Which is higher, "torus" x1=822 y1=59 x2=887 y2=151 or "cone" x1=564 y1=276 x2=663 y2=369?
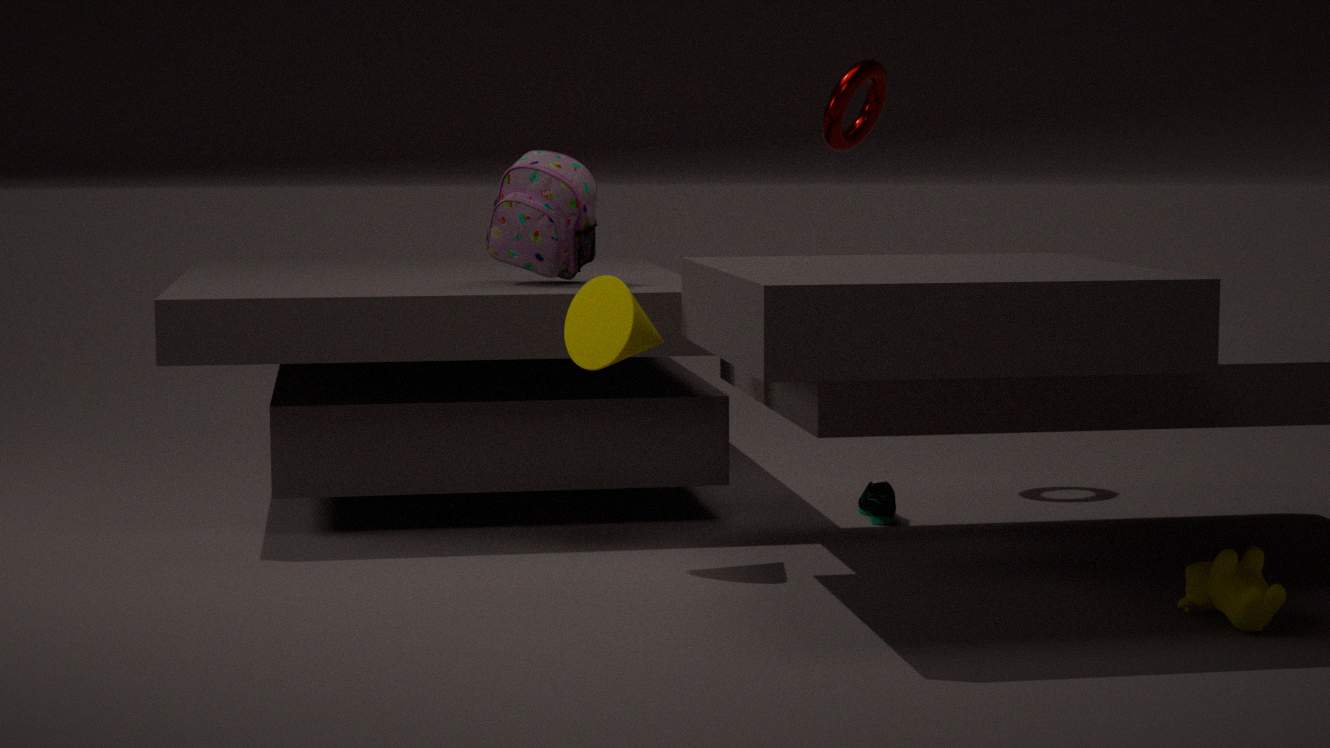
"torus" x1=822 y1=59 x2=887 y2=151
